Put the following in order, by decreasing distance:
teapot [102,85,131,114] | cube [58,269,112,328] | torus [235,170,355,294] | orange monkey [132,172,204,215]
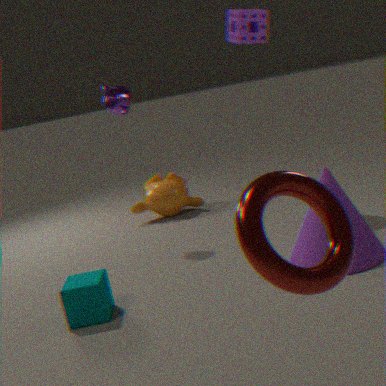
orange monkey [132,172,204,215]
teapot [102,85,131,114]
cube [58,269,112,328]
torus [235,170,355,294]
